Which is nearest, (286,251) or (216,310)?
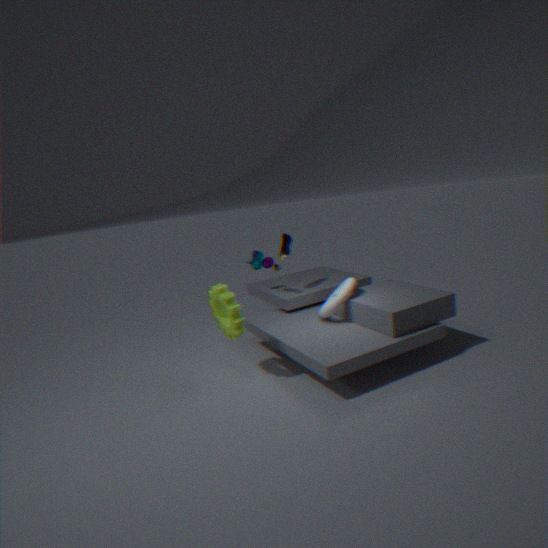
(216,310)
